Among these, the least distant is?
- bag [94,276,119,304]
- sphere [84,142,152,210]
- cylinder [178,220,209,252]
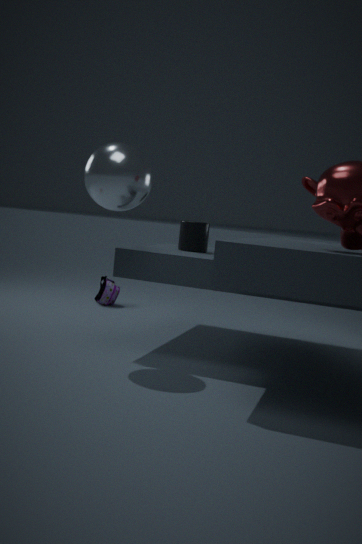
sphere [84,142,152,210]
